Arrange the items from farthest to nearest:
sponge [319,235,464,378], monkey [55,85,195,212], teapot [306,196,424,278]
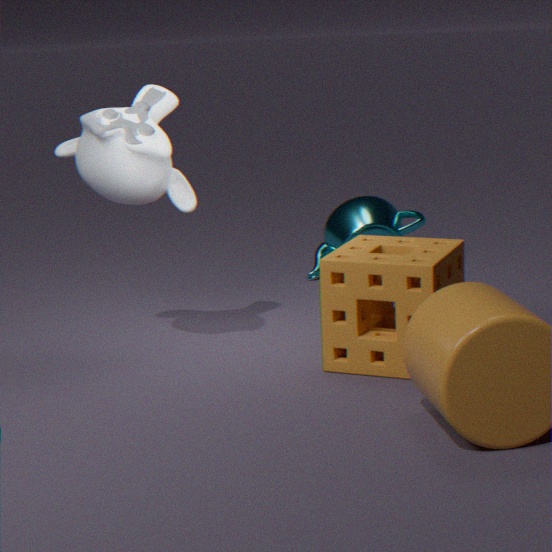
1. teapot [306,196,424,278]
2. monkey [55,85,195,212]
3. sponge [319,235,464,378]
